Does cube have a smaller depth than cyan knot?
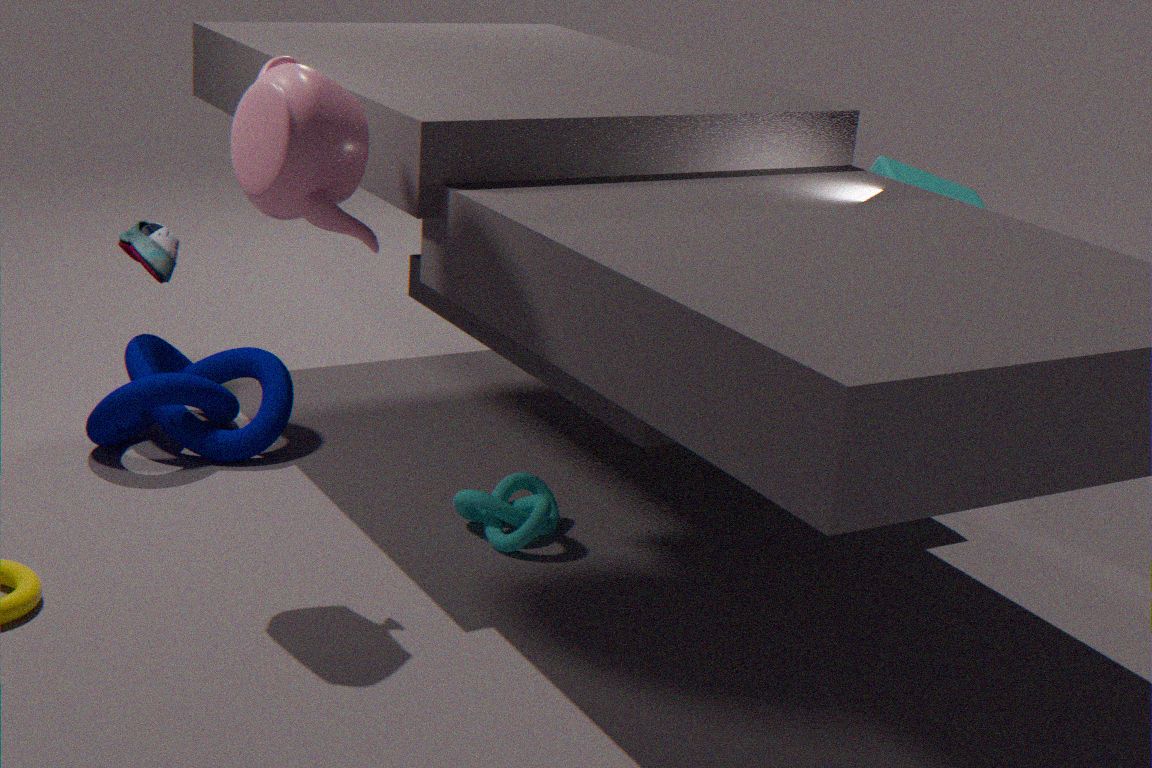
No
